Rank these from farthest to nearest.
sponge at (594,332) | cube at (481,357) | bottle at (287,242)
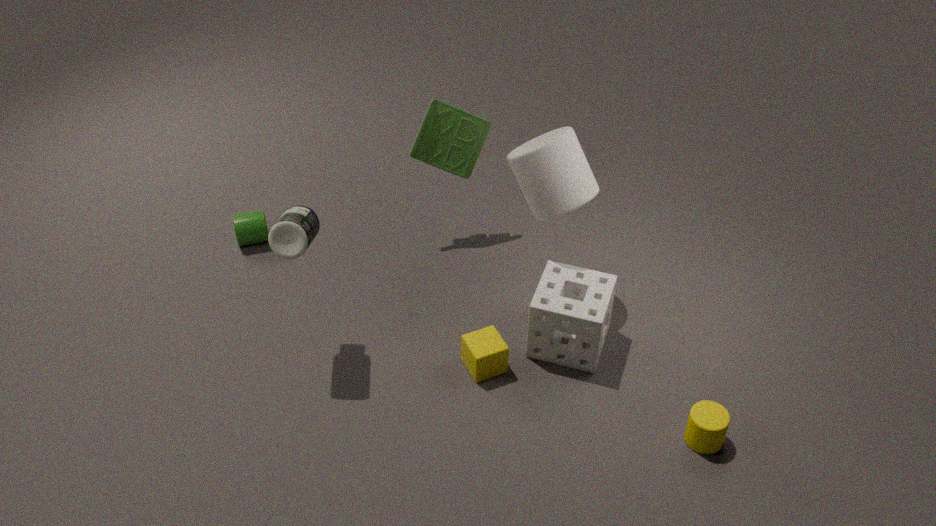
cube at (481,357) < sponge at (594,332) < bottle at (287,242)
